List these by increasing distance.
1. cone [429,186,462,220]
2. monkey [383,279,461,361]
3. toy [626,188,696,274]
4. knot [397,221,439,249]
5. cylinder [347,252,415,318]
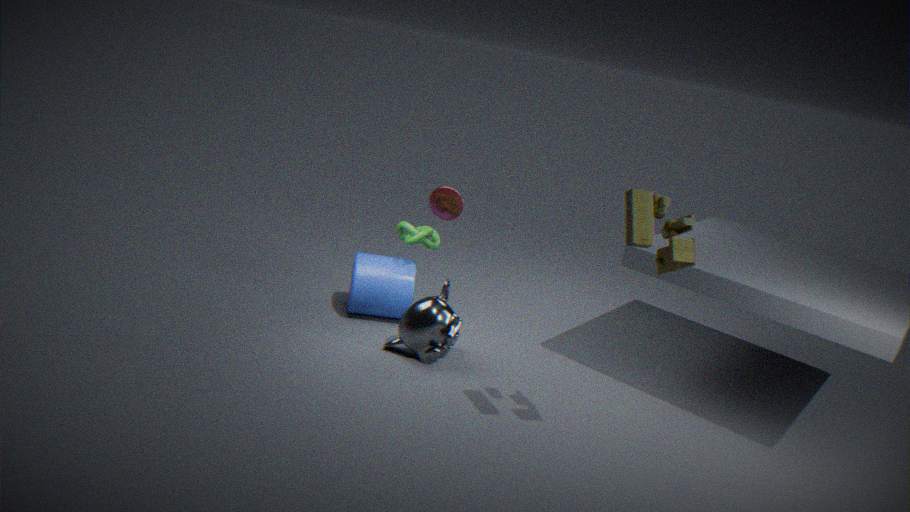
toy [626,188,696,274] < monkey [383,279,461,361] < knot [397,221,439,249] < cylinder [347,252,415,318] < cone [429,186,462,220]
